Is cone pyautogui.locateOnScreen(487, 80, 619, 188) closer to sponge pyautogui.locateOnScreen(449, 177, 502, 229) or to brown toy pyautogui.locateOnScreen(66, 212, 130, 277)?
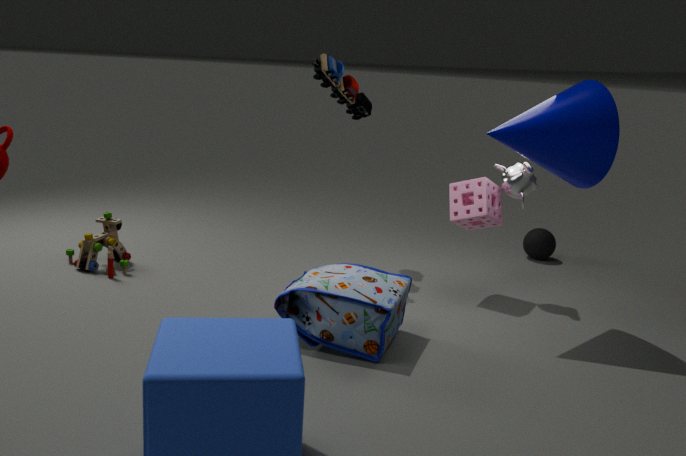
sponge pyautogui.locateOnScreen(449, 177, 502, 229)
